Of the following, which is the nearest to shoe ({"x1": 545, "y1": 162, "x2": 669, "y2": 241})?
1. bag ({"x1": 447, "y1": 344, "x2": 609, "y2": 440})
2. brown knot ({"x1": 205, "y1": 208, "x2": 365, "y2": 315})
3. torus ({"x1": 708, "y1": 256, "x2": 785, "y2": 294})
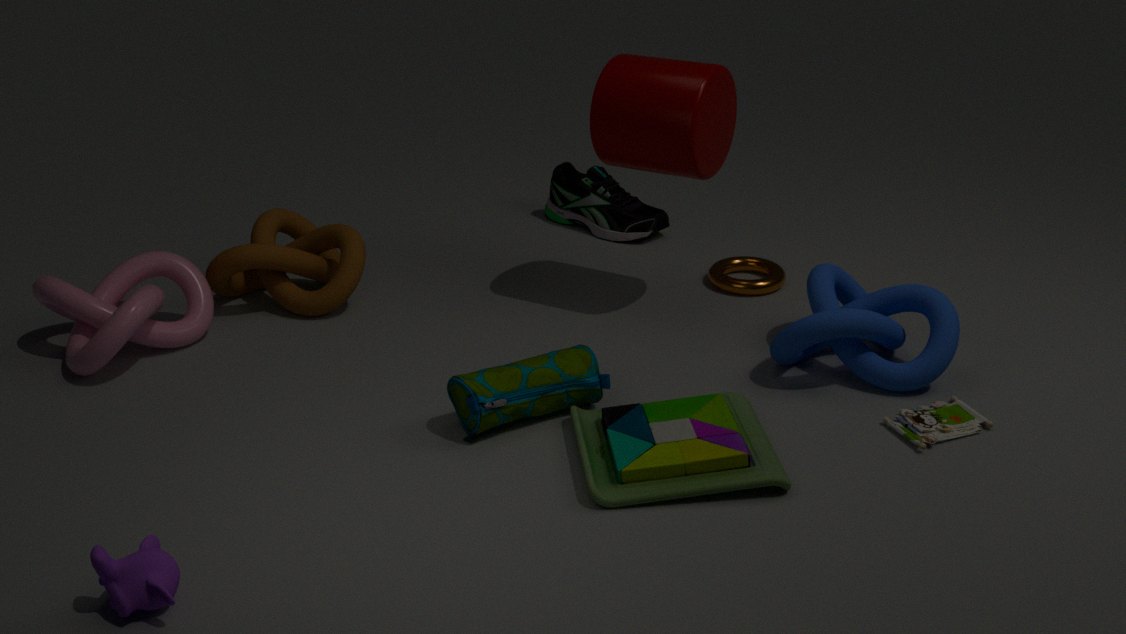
torus ({"x1": 708, "y1": 256, "x2": 785, "y2": 294})
